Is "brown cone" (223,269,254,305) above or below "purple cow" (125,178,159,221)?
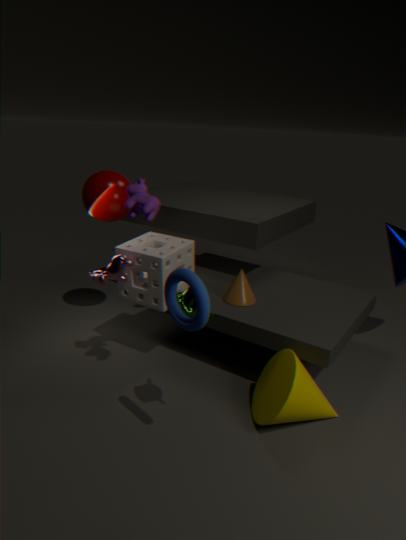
below
